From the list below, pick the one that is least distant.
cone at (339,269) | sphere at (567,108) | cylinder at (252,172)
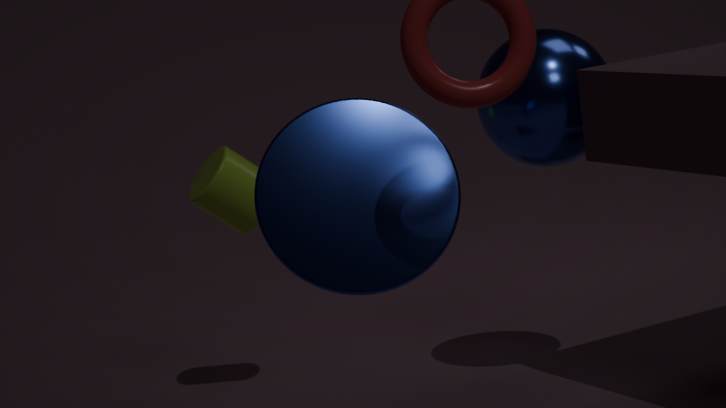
cone at (339,269)
